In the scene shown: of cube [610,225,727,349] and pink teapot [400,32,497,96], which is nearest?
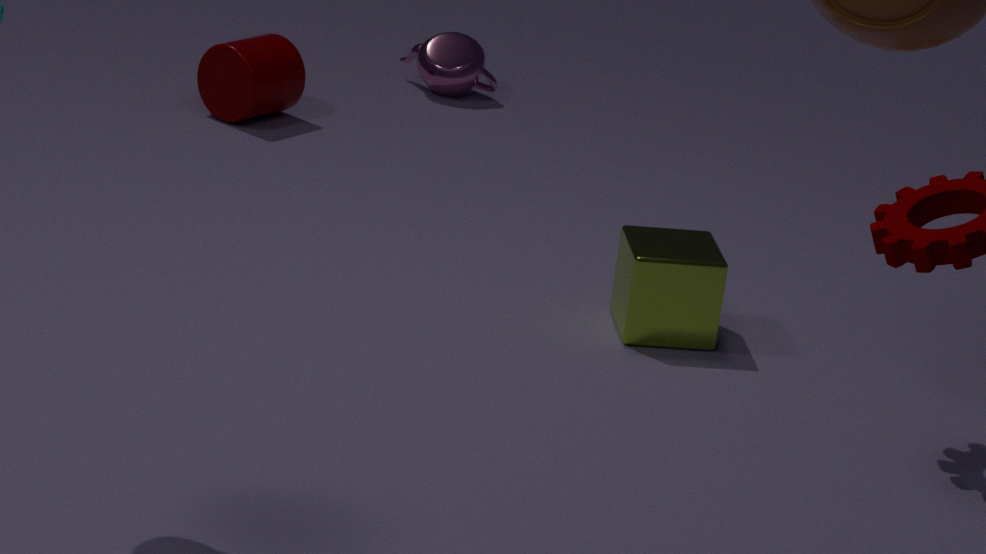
cube [610,225,727,349]
